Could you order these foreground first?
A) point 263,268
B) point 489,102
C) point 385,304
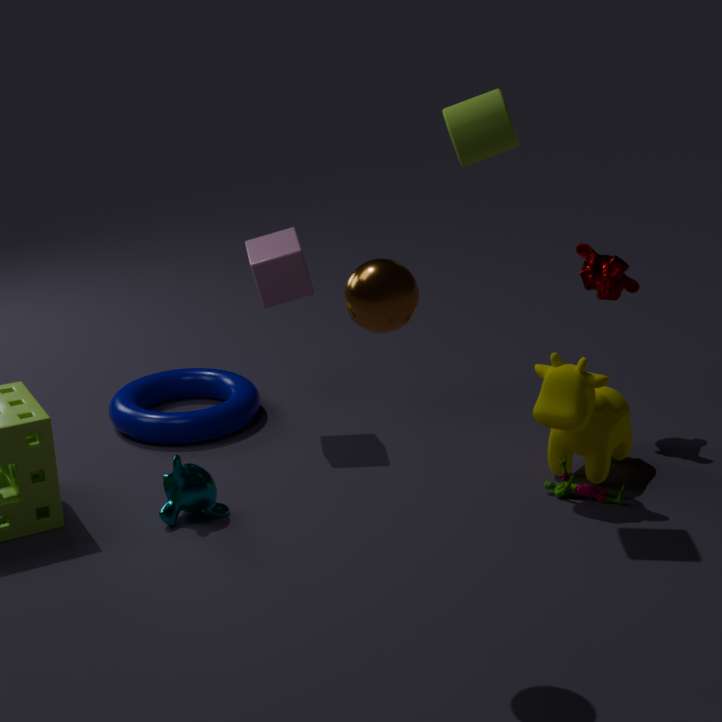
point 385,304
point 489,102
point 263,268
